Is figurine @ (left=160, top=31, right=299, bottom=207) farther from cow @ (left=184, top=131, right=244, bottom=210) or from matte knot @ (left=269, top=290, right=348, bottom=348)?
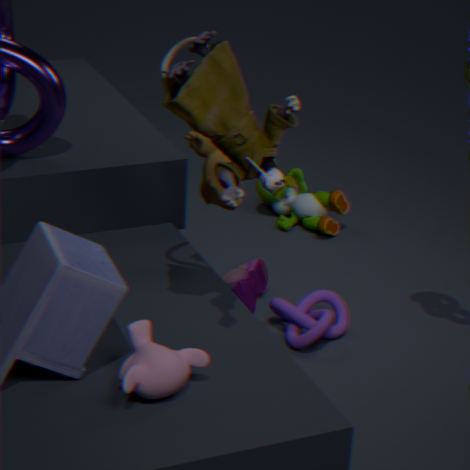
matte knot @ (left=269, top=290, right=348, bottom=348)
